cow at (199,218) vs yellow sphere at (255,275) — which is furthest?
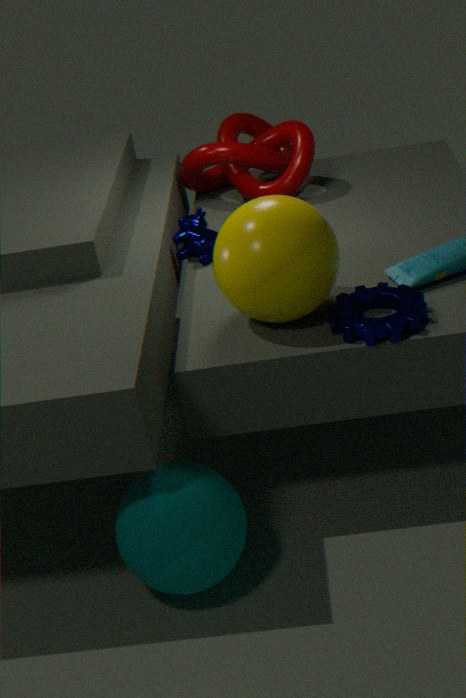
cow at (199,218)
